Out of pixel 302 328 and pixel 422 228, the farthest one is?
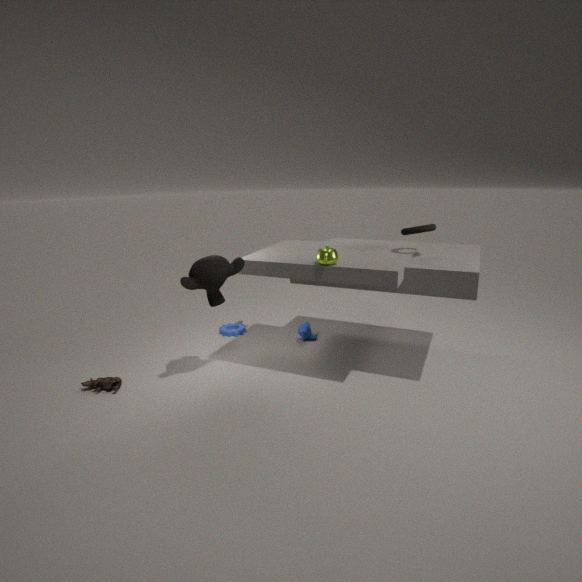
pixel 302 328
